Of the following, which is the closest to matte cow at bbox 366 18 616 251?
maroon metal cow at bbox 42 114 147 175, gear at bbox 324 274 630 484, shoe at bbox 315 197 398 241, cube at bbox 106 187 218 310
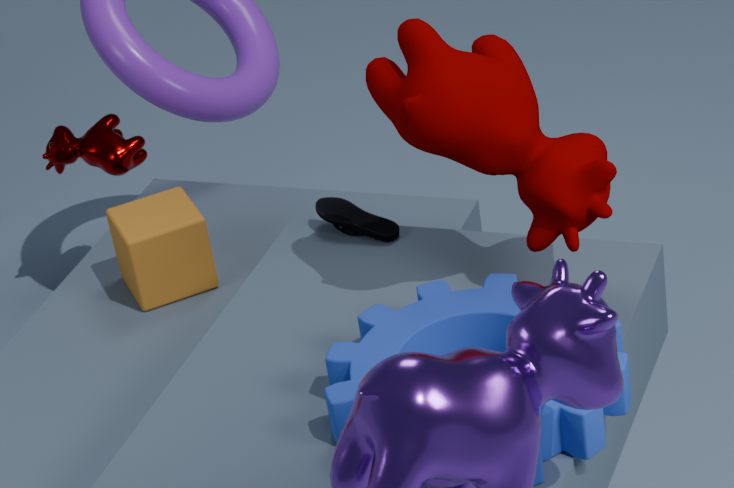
gear at bbox 324 274 630 484
